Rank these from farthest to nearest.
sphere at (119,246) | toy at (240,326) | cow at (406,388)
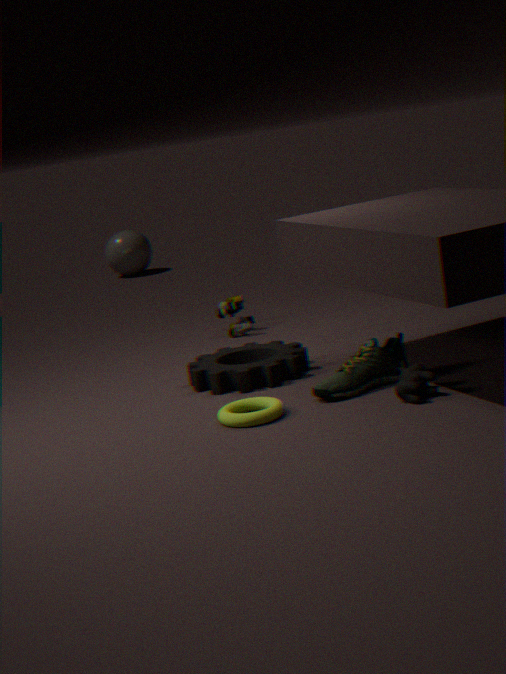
1. sphere at (119,246)
2. toy at (240,326)
3. cow at (406,388)
